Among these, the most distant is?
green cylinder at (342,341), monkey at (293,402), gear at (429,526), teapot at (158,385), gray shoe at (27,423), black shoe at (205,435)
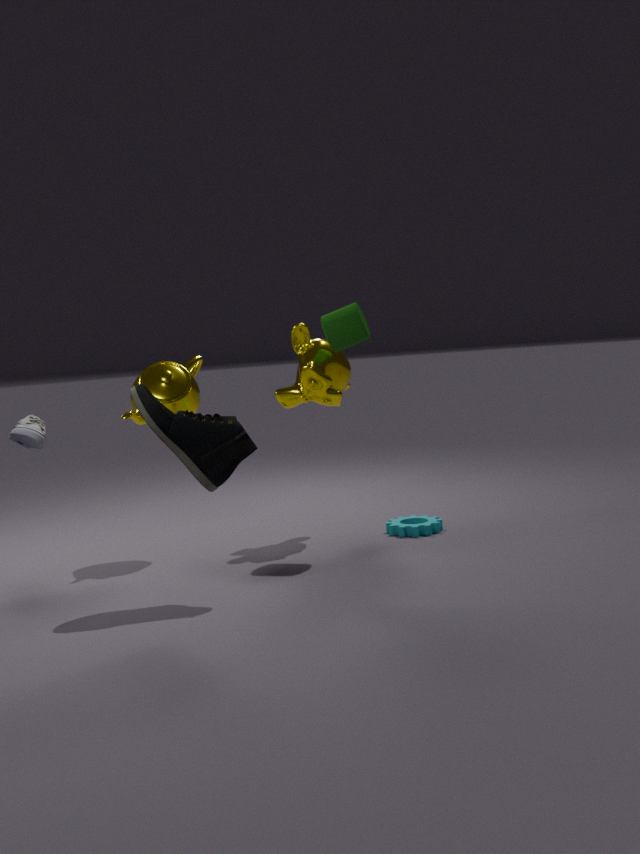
gear at (429,526)
